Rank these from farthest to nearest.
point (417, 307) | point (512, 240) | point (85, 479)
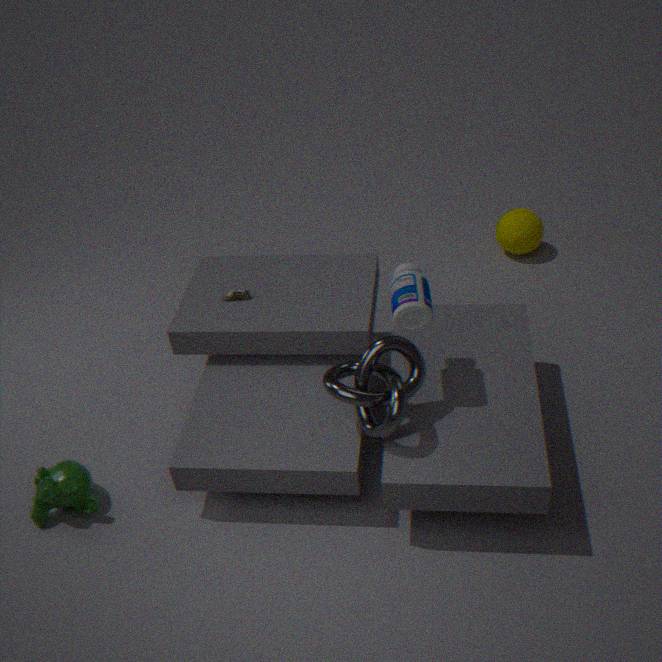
point (512, 240)
point (85, 479)
point (417, 307)
